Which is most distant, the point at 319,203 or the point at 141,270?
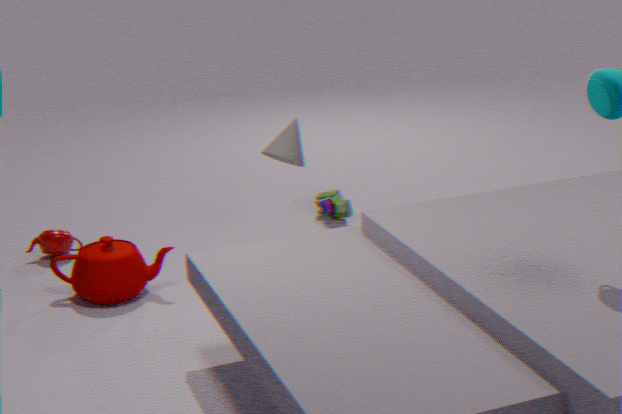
the point at 319,203
